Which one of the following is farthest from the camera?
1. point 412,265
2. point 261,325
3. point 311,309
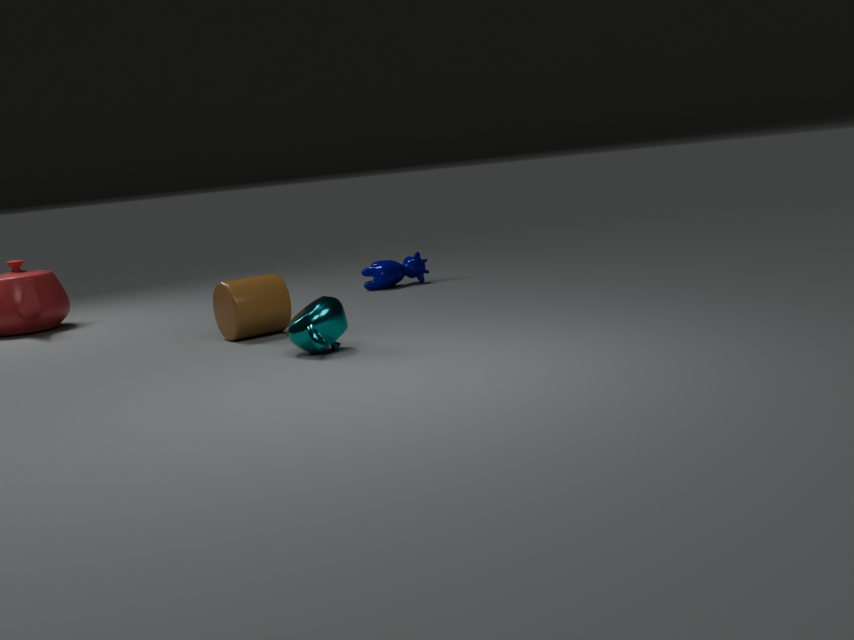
point 412,265
